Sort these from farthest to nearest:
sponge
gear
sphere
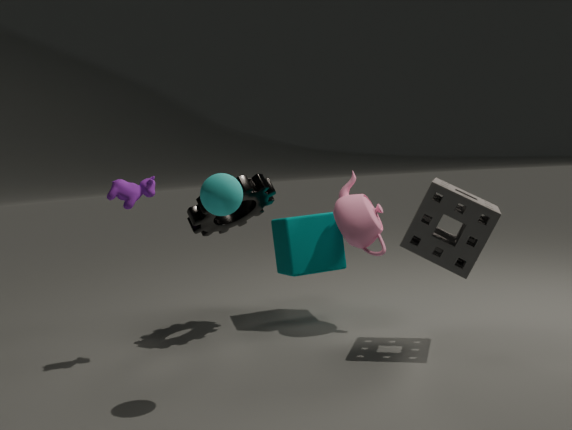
gear < sponge < sphere
